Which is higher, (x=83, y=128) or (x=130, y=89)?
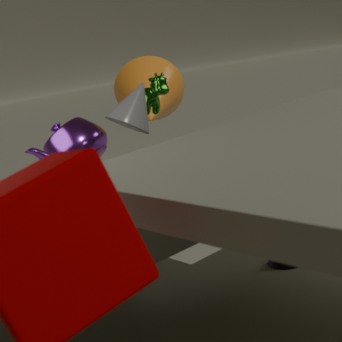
(x=130, y=89)
